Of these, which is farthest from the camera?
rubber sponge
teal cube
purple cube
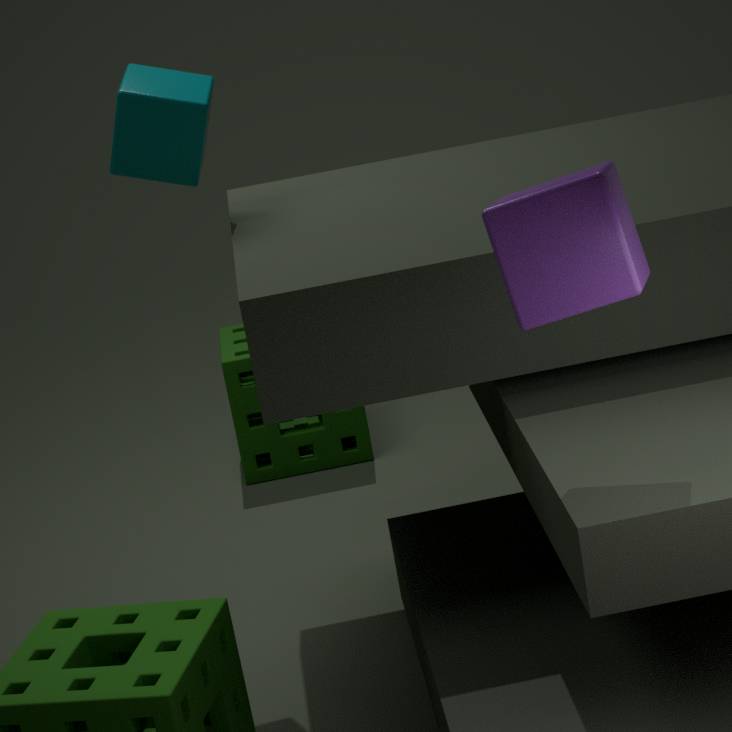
rubber sponge
